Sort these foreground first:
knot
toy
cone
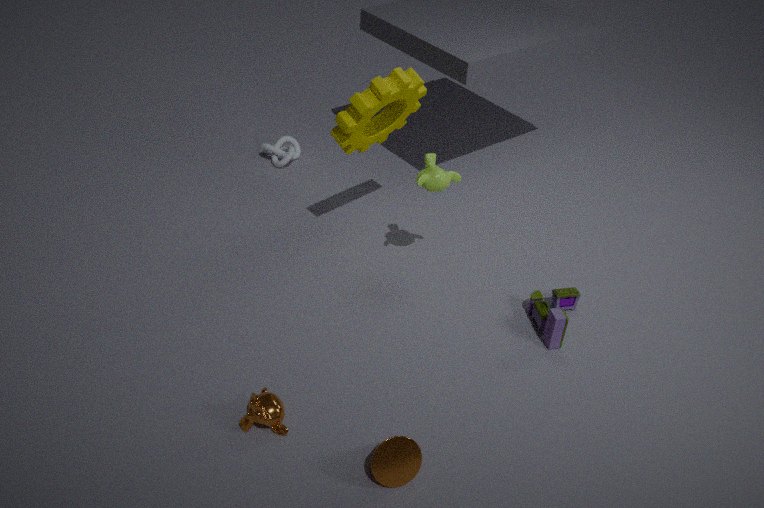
cone < toy < knot
